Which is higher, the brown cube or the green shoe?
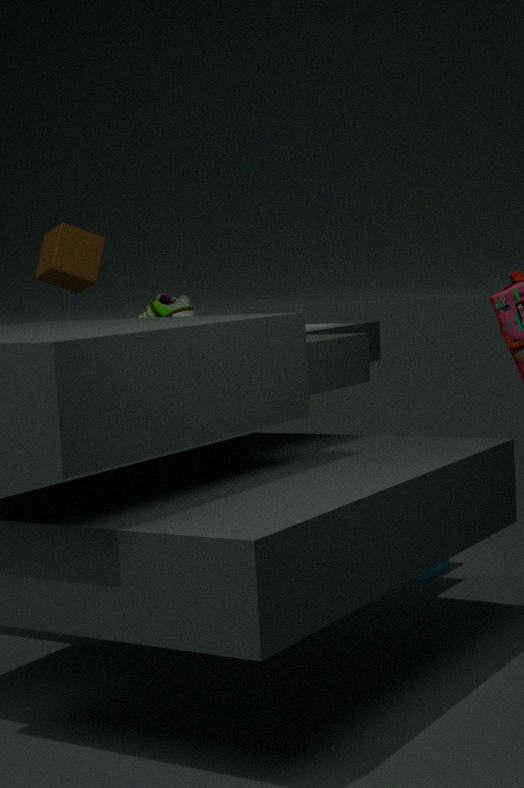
the brown cube
